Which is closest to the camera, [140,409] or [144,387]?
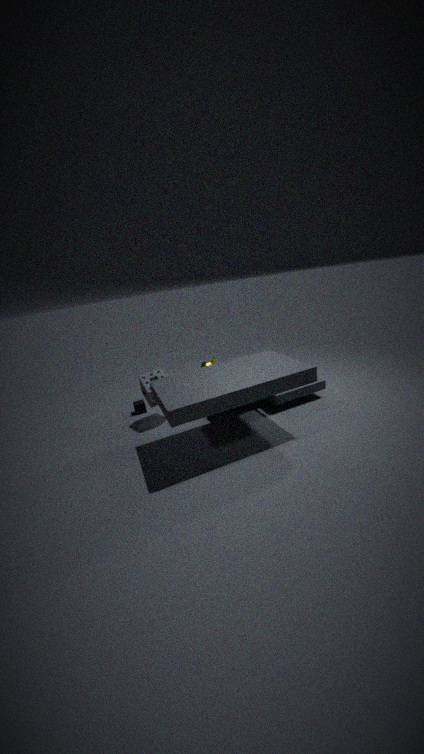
[144,387]
